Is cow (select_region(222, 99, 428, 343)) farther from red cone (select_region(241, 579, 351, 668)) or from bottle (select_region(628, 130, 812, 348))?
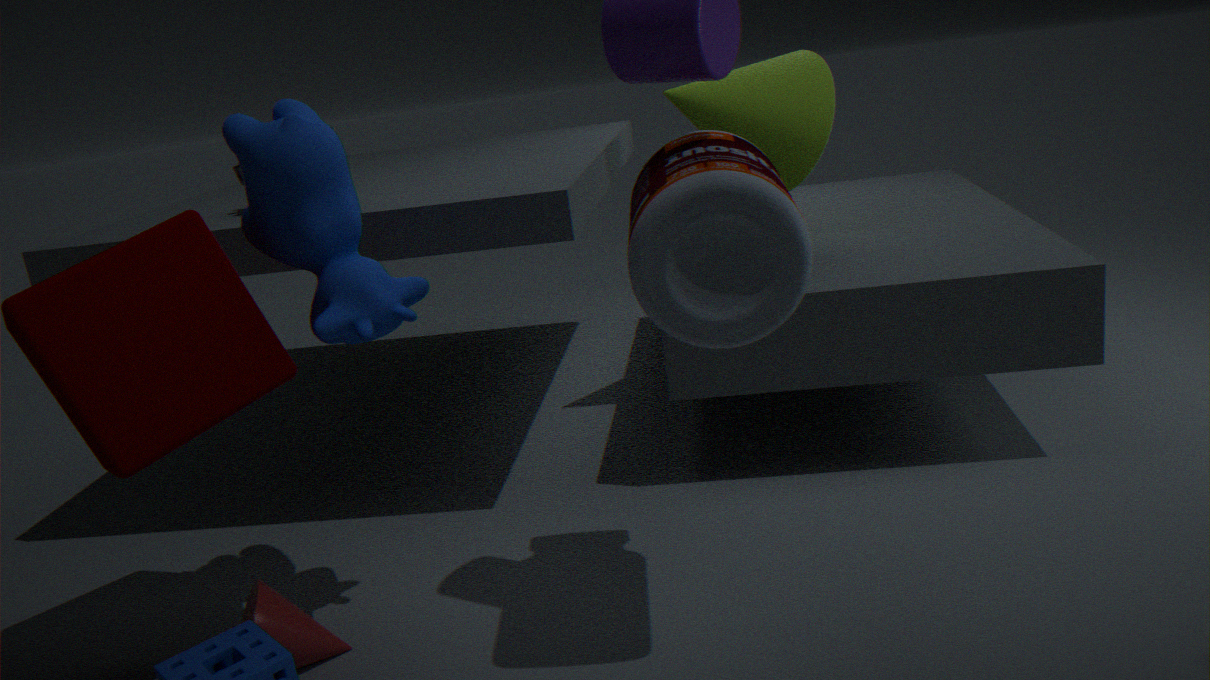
red cone (select_region(241, 579, 351, 668))
